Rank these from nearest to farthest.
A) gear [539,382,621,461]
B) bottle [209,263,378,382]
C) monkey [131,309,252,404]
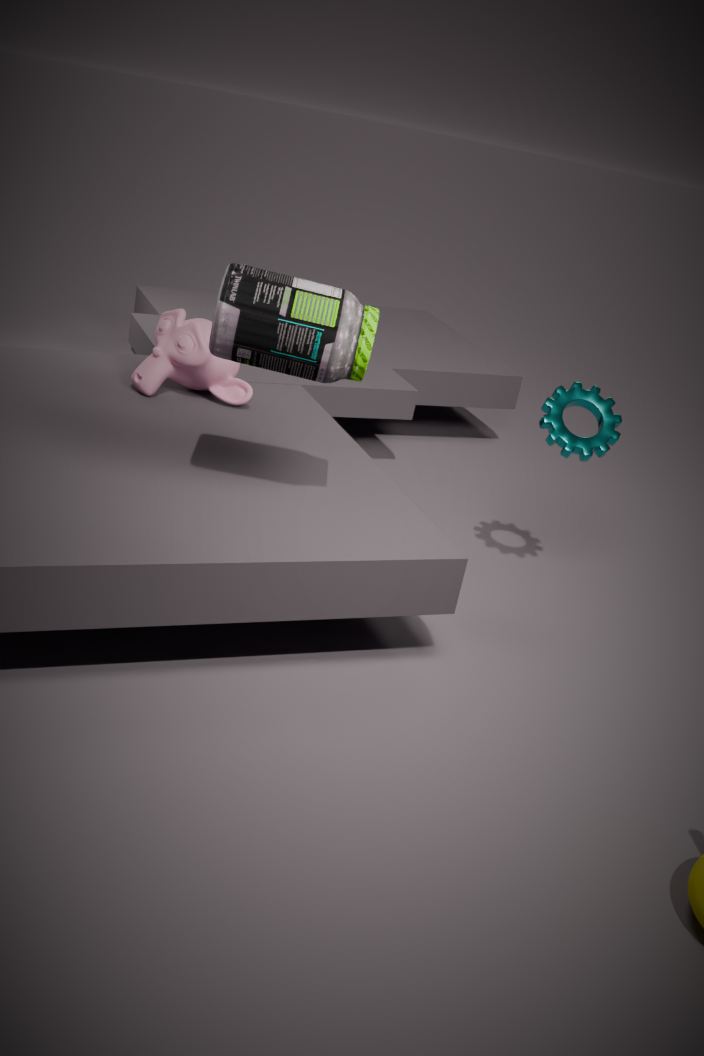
1. bottle [209,263,378,382]
2. gear [539,382,621,461]
3. monkey [131,309,252,404]
